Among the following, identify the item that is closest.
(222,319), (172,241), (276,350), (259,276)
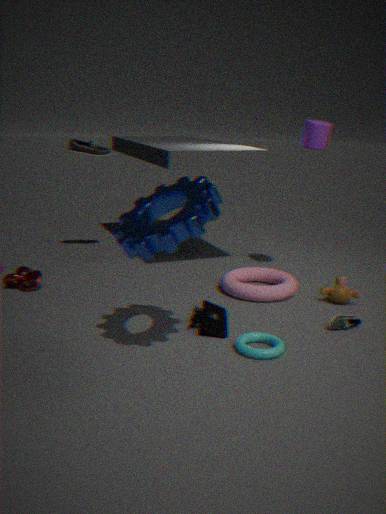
(172,241)
